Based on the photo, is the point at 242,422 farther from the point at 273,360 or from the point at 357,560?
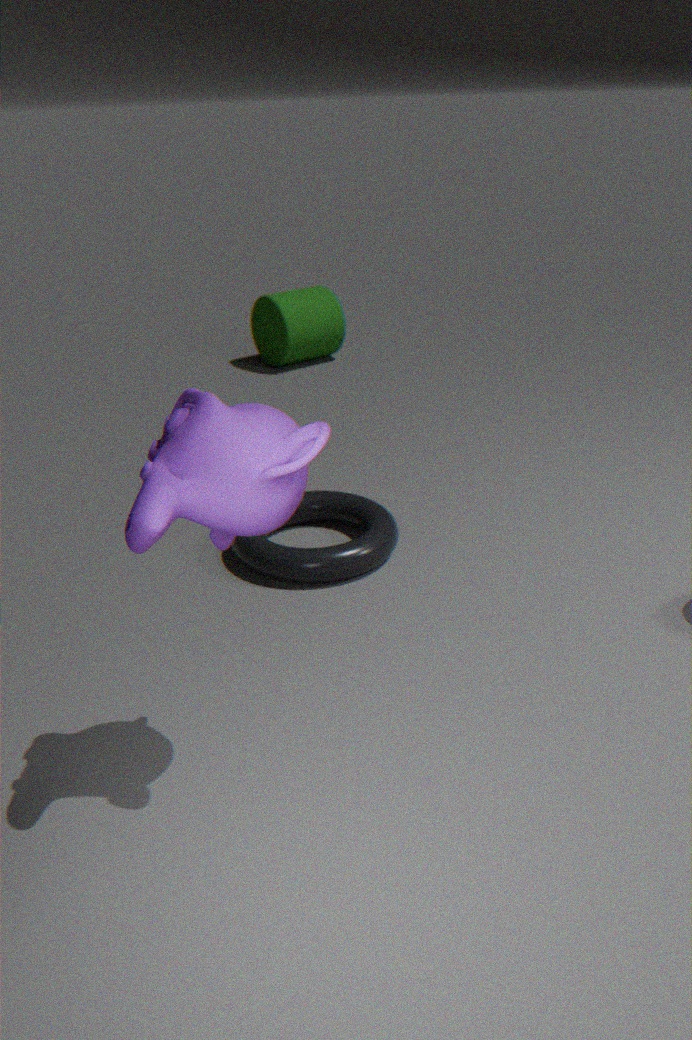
the point at 273,360
